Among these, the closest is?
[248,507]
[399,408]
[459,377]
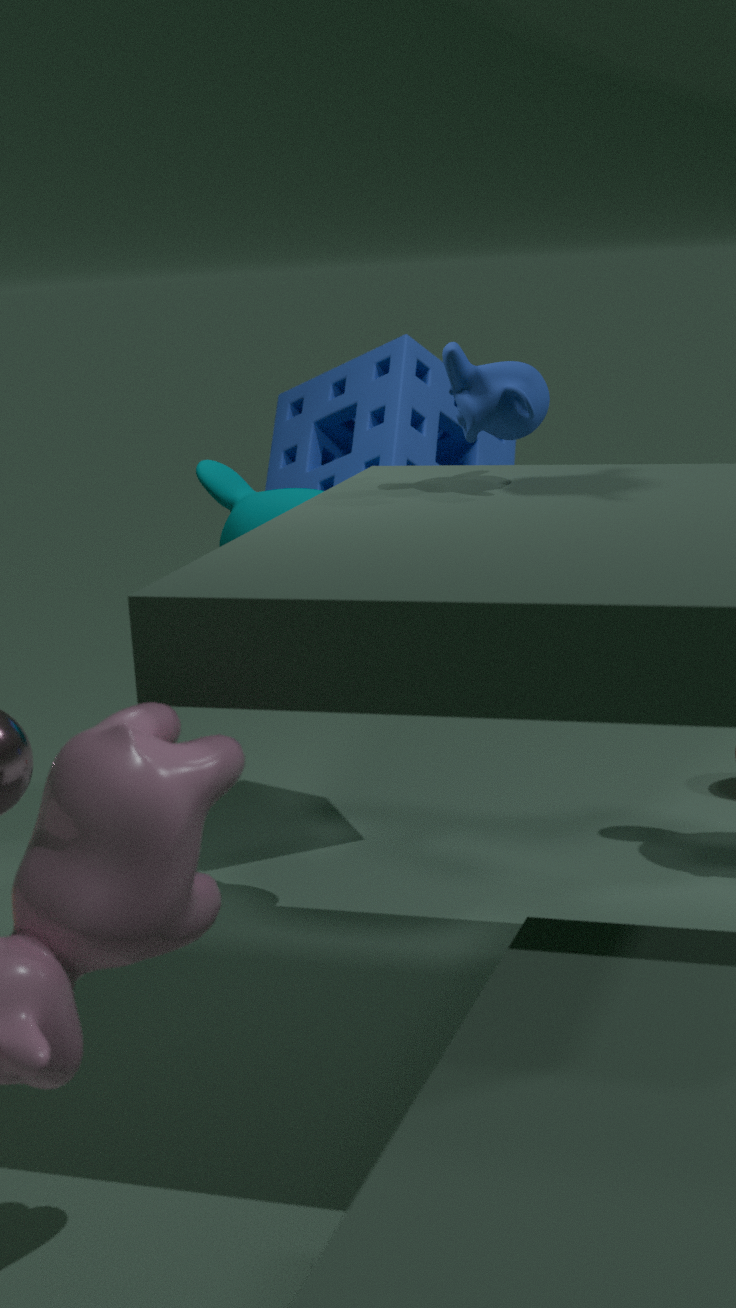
[459,377]
